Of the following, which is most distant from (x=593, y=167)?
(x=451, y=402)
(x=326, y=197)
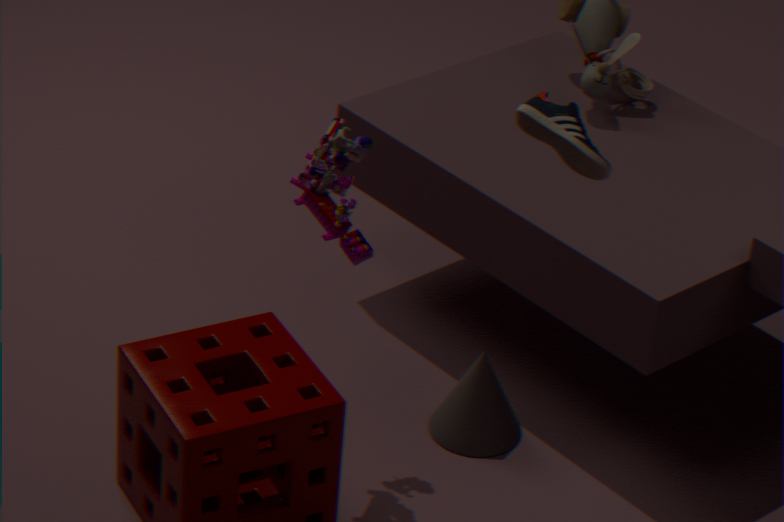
(x=451, y=402)
